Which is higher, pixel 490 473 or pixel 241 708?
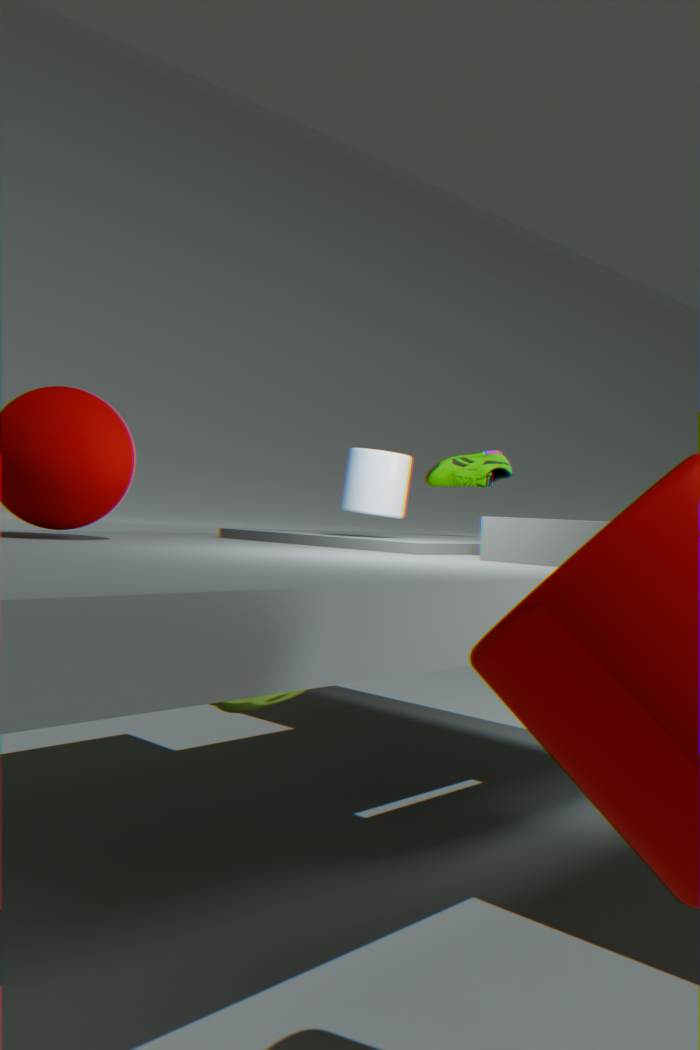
pixel 490 473
